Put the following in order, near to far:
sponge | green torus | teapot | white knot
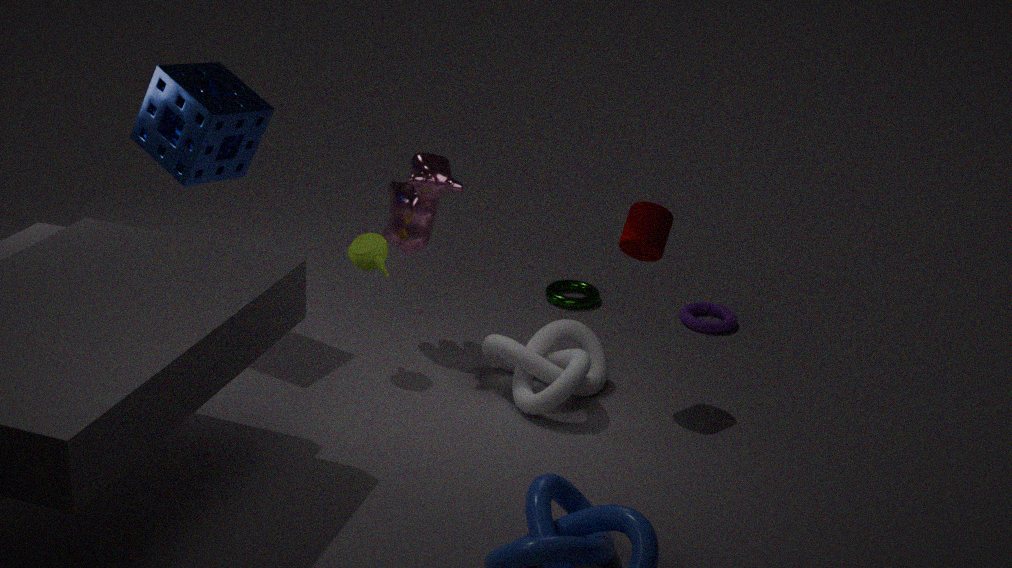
1. white knot
2. sponge
3. teapot
4. green torus
